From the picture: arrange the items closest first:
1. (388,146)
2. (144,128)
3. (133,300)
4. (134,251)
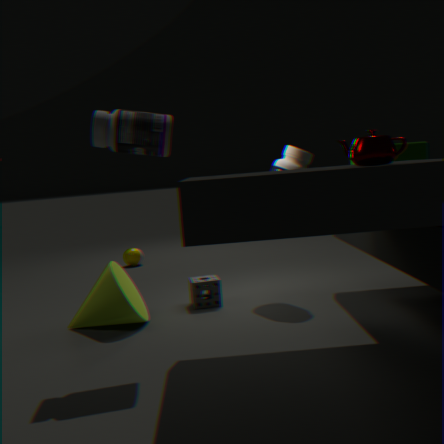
(388,146) → (144,128) → (133,300) → (134,251)
